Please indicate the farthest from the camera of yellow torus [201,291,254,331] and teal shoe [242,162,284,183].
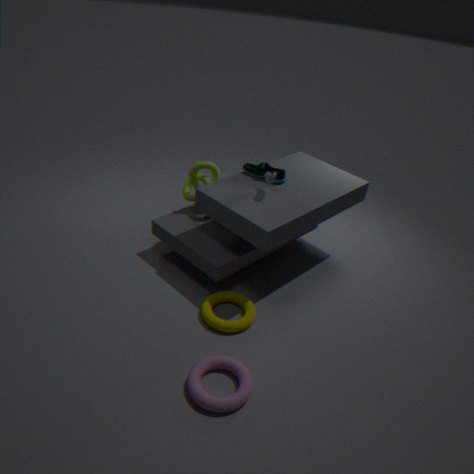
teal shoe [242,162,284,183]
